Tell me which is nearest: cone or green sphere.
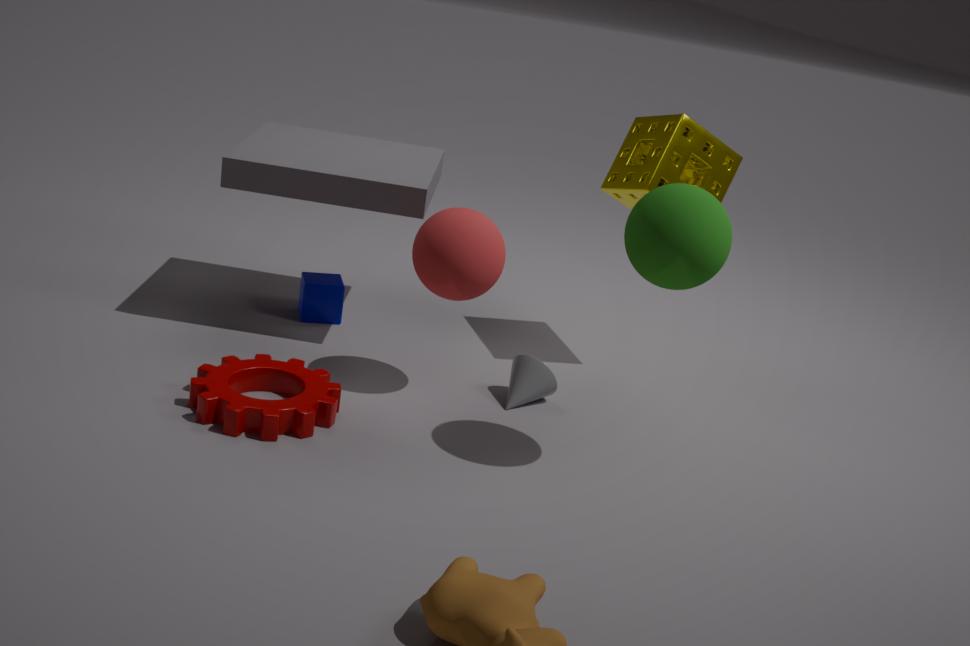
green sphere
